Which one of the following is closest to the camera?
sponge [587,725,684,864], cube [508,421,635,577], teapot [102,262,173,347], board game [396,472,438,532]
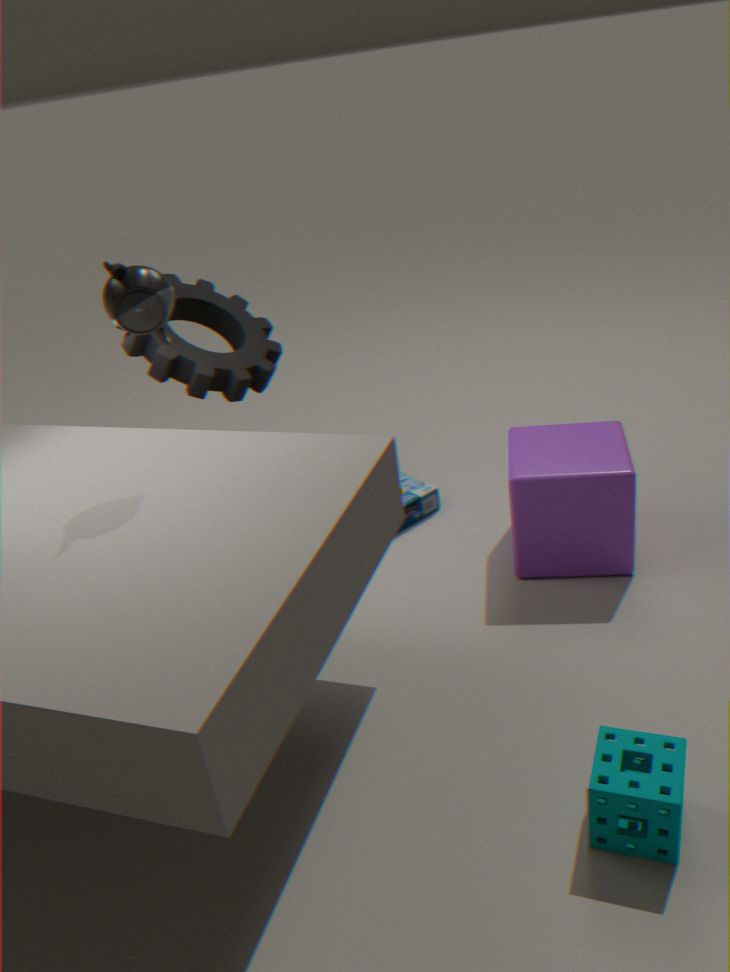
sponge [587,725,684,864]
